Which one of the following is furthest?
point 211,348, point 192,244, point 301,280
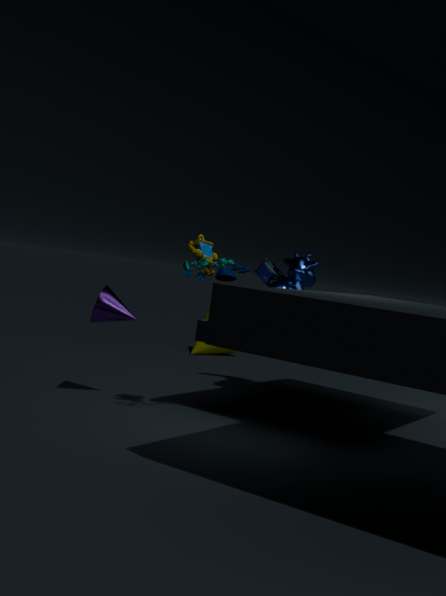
point 211,348
